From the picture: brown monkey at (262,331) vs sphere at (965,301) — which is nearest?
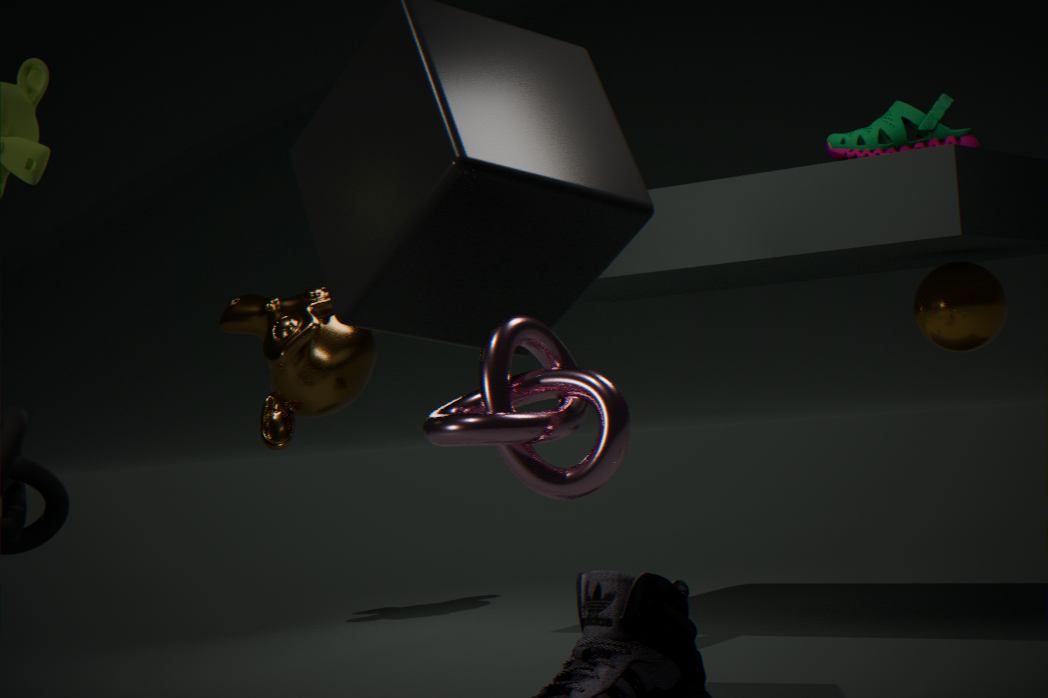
sphere at (965,301)
